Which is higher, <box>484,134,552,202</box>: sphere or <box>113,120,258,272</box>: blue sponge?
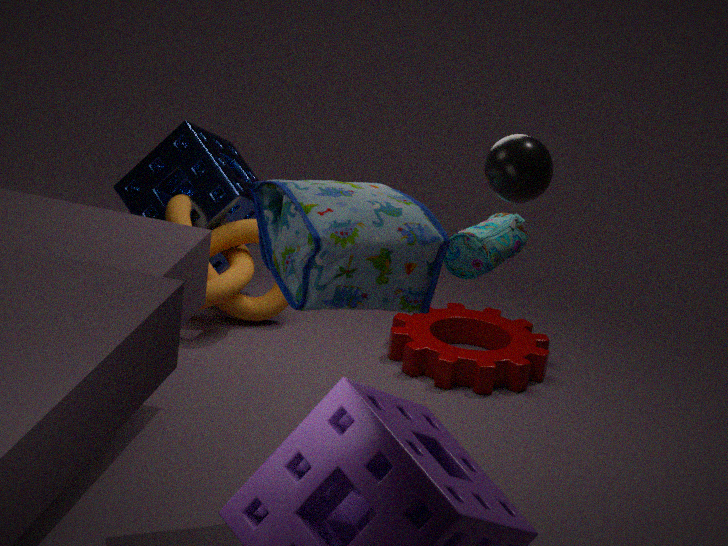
<box>484,134,552,202</box>: sphere
